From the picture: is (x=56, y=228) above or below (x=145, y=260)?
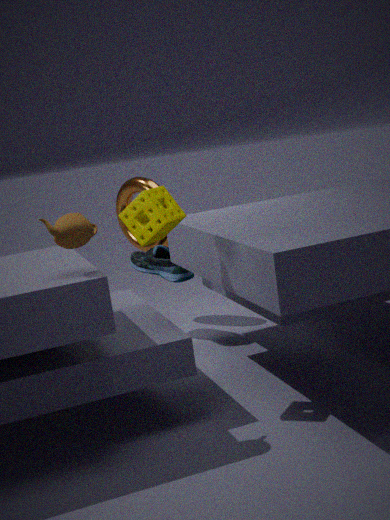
above
